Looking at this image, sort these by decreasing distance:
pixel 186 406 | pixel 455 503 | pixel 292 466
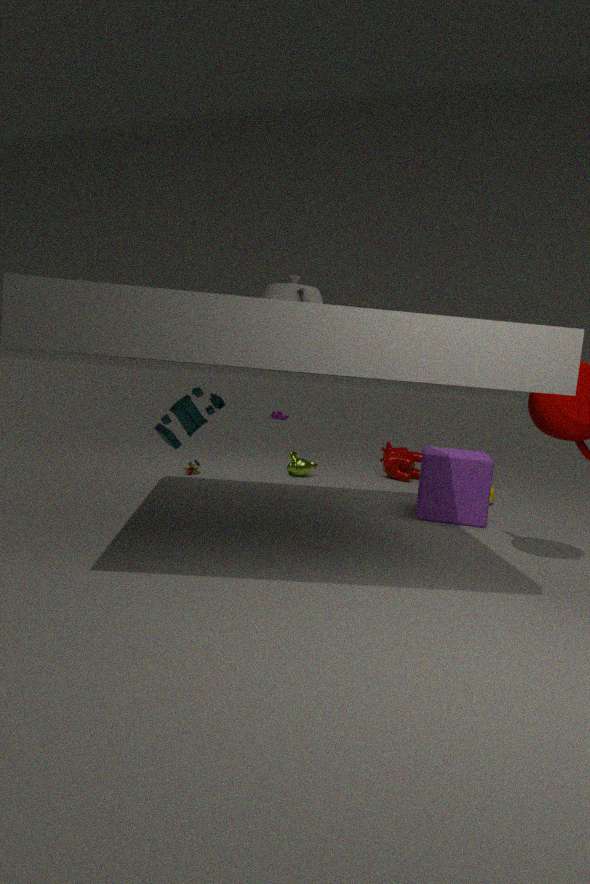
pixel 292 466 → pixel 455 503 → pixel 186 406
